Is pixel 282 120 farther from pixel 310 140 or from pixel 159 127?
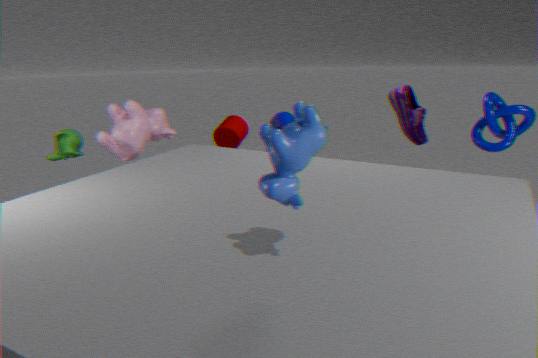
pixel 310 140
